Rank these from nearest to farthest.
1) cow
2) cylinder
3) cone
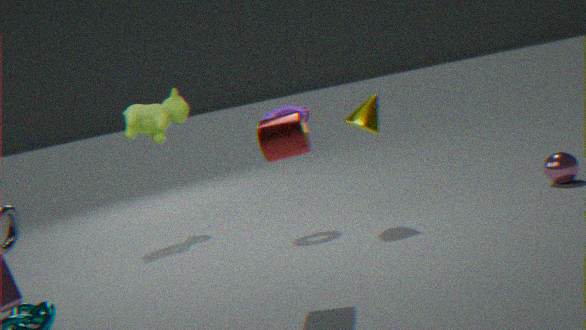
2. cylinder
3. cone
1. cow
